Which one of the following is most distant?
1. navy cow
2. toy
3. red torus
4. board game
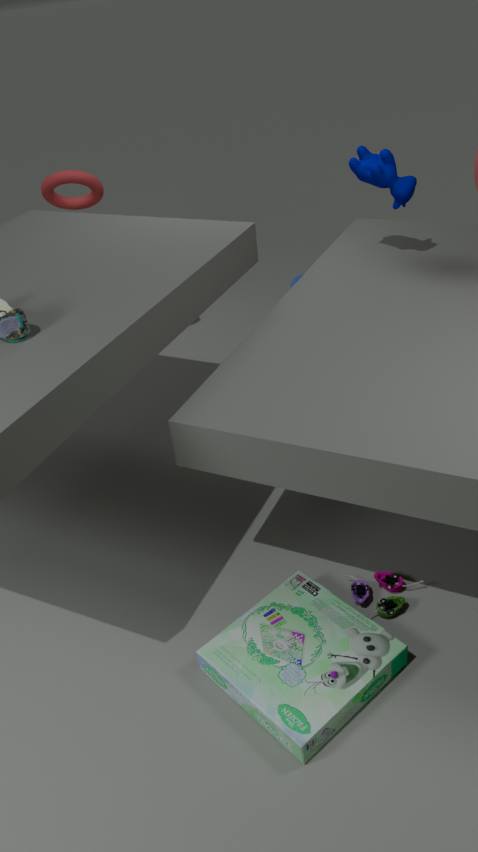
red torus
